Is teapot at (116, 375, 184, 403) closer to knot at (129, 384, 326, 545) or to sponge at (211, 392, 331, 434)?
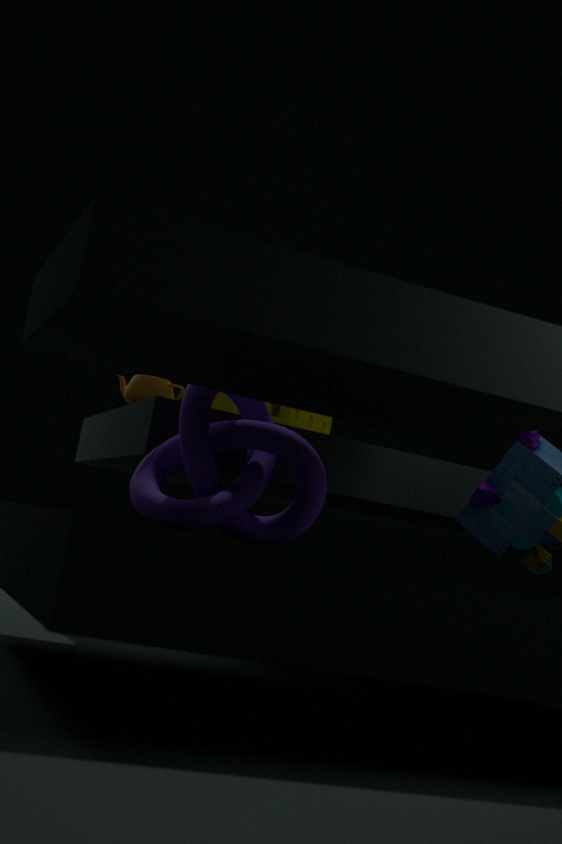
sponge at (211, 392, 331, 434)
